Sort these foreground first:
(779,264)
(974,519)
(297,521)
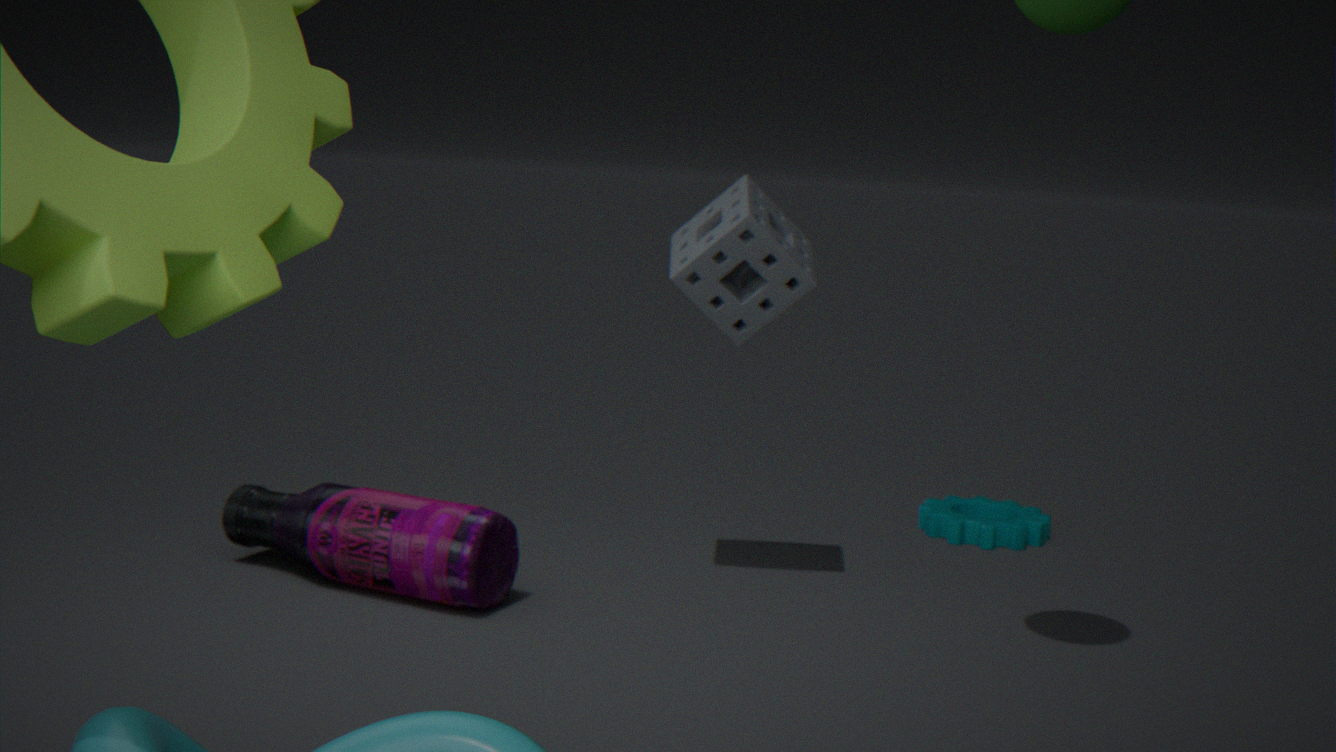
1. (779,264)
2. (297,521)
3. (974,519)
